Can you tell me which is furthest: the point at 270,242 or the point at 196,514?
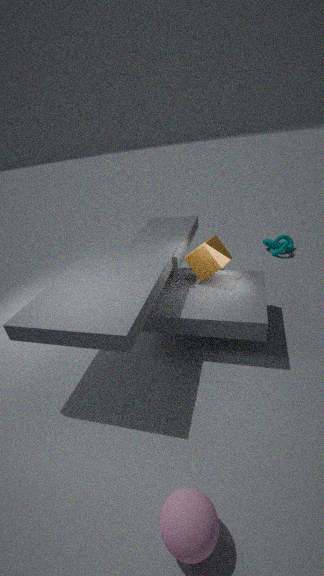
the point at 270,242
